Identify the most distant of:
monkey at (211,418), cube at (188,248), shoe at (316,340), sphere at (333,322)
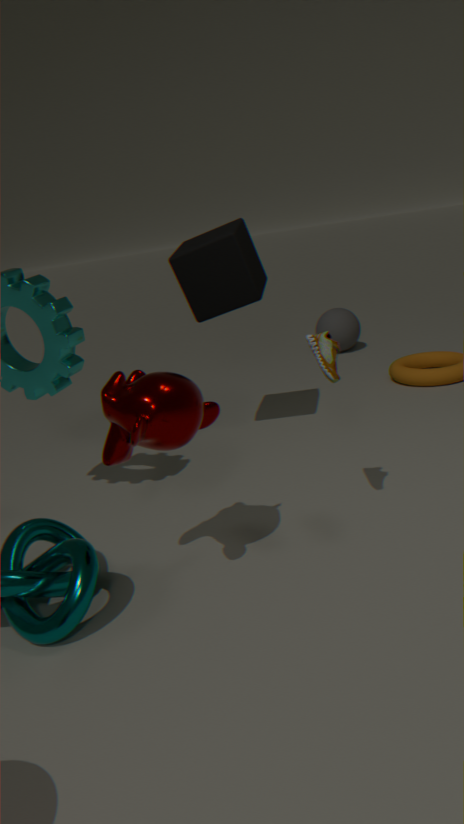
sphere at (333,322)
